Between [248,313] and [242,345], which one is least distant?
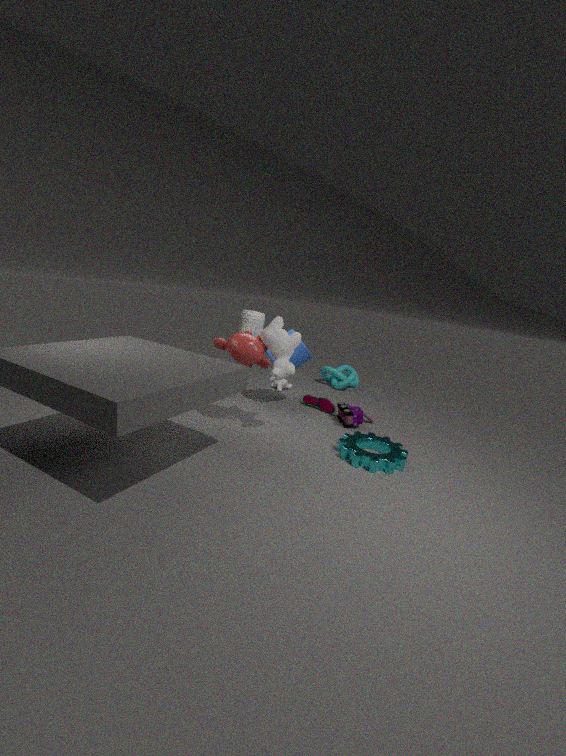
[242,345]
